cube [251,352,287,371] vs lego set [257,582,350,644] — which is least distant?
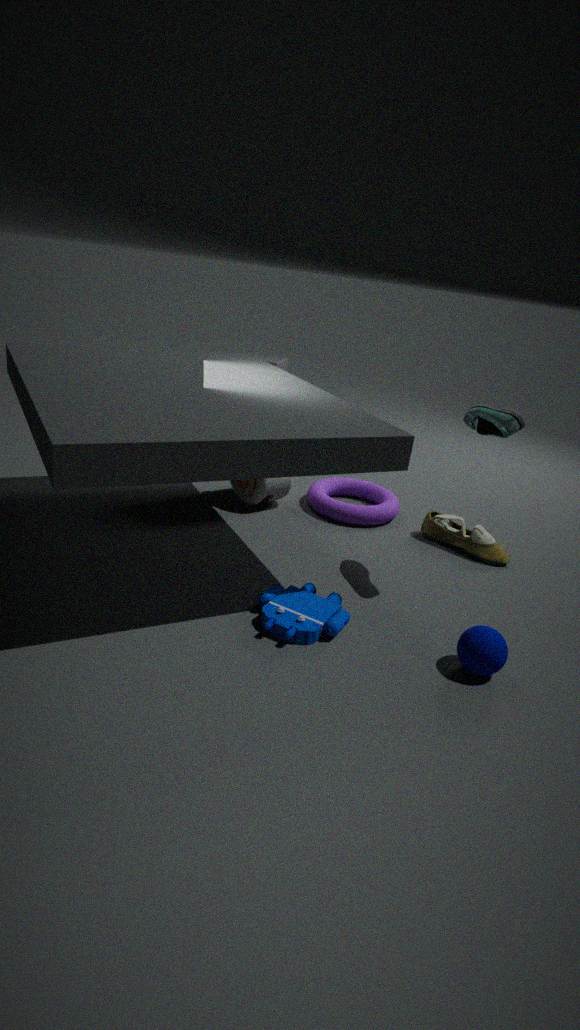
lego set [257,582,350,644]
